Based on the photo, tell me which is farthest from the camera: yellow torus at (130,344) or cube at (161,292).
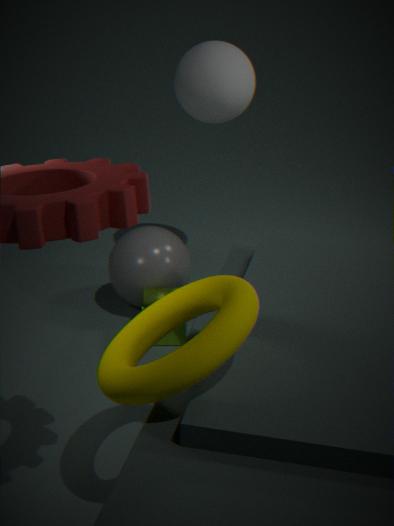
cube at (161,292)
